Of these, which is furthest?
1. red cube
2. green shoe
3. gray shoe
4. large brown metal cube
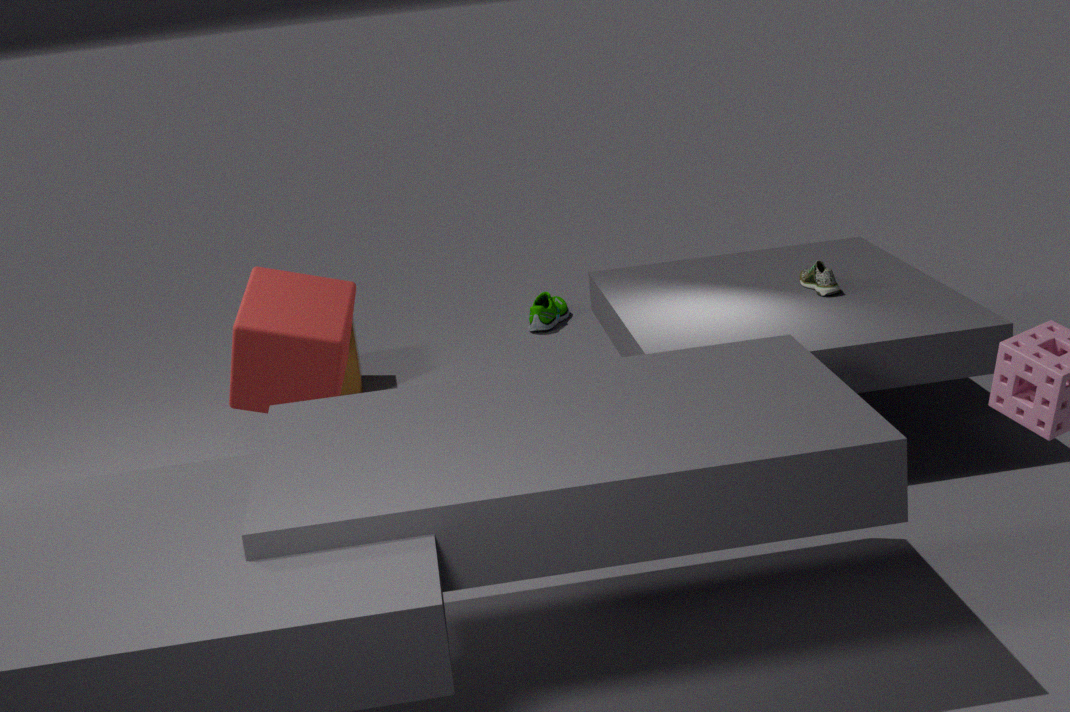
green shoe
